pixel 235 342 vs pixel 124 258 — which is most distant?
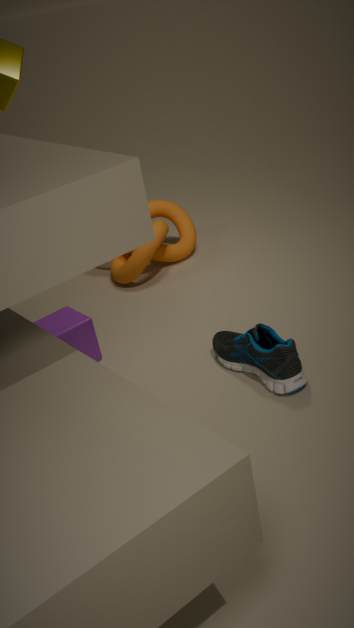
pixel 124 258
